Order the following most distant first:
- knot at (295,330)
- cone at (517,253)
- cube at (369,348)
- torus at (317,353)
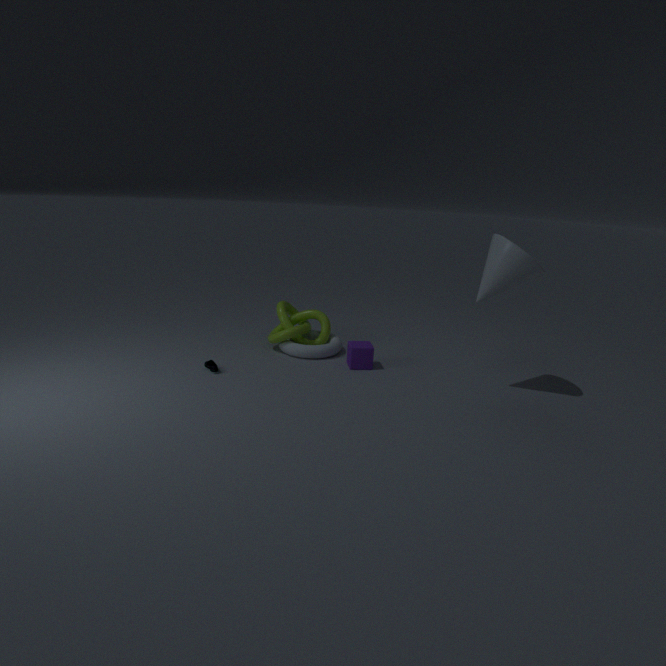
knot at (295,330), torus at (317,353), cube at (369,348), cone at (517,253)
